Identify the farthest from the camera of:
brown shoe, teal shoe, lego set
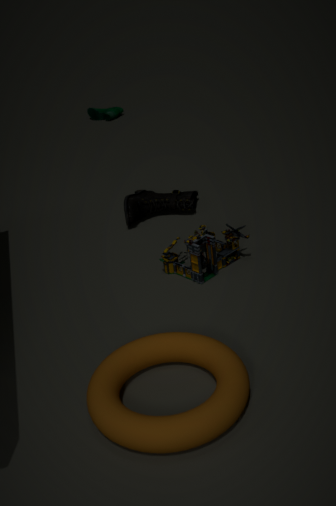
teal shoe
